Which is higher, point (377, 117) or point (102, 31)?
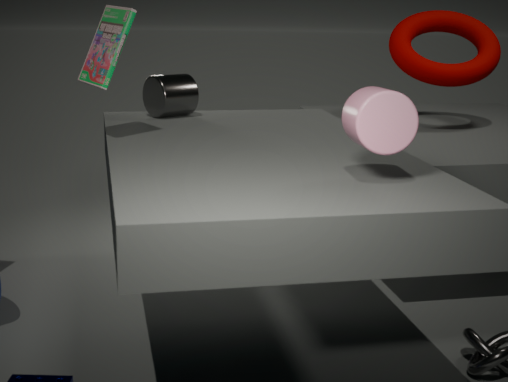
point (102, 31)
